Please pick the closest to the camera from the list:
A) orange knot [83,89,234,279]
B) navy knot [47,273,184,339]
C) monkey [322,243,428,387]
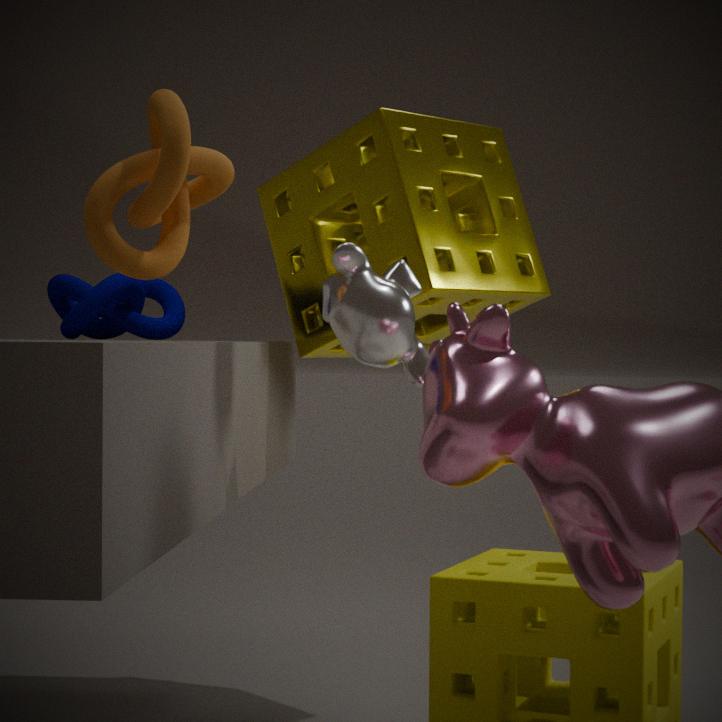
orange knot [83,89,234,279]
